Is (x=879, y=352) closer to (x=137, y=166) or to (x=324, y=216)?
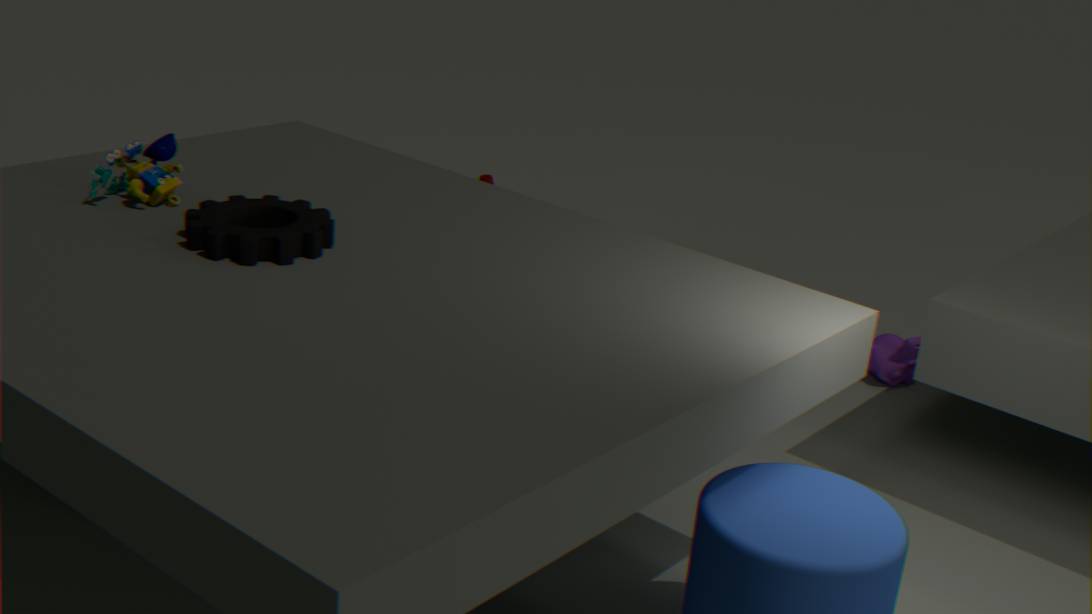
(x=324, y=216)
